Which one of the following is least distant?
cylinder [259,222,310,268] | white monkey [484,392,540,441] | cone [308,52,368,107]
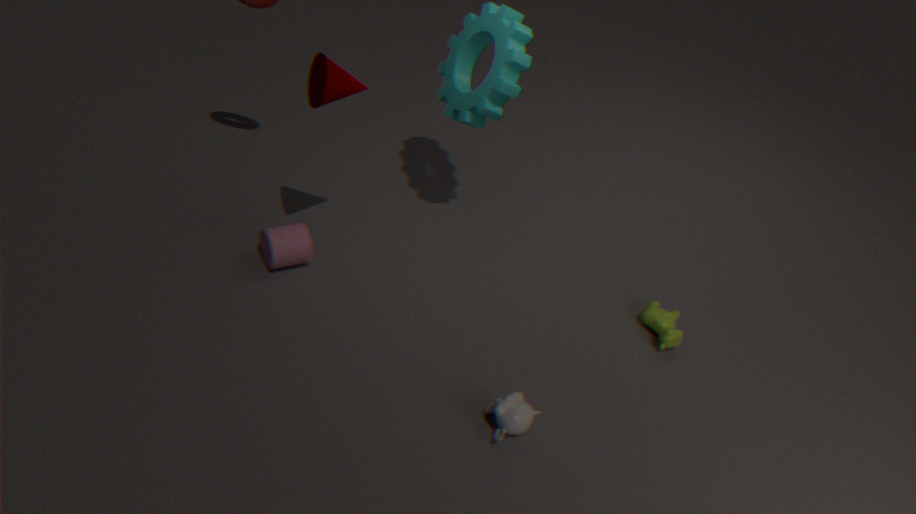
white monkey [484,392,540,441]
